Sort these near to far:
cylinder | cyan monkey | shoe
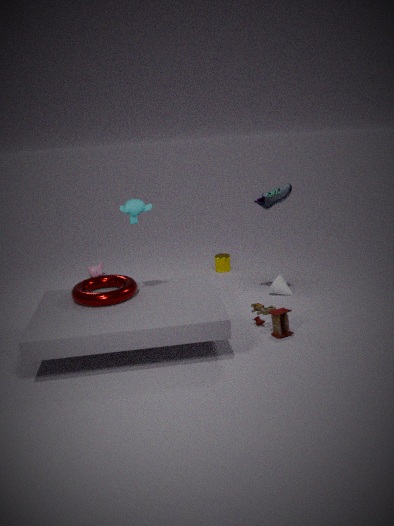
cyan monkey, shoe, cylinder
